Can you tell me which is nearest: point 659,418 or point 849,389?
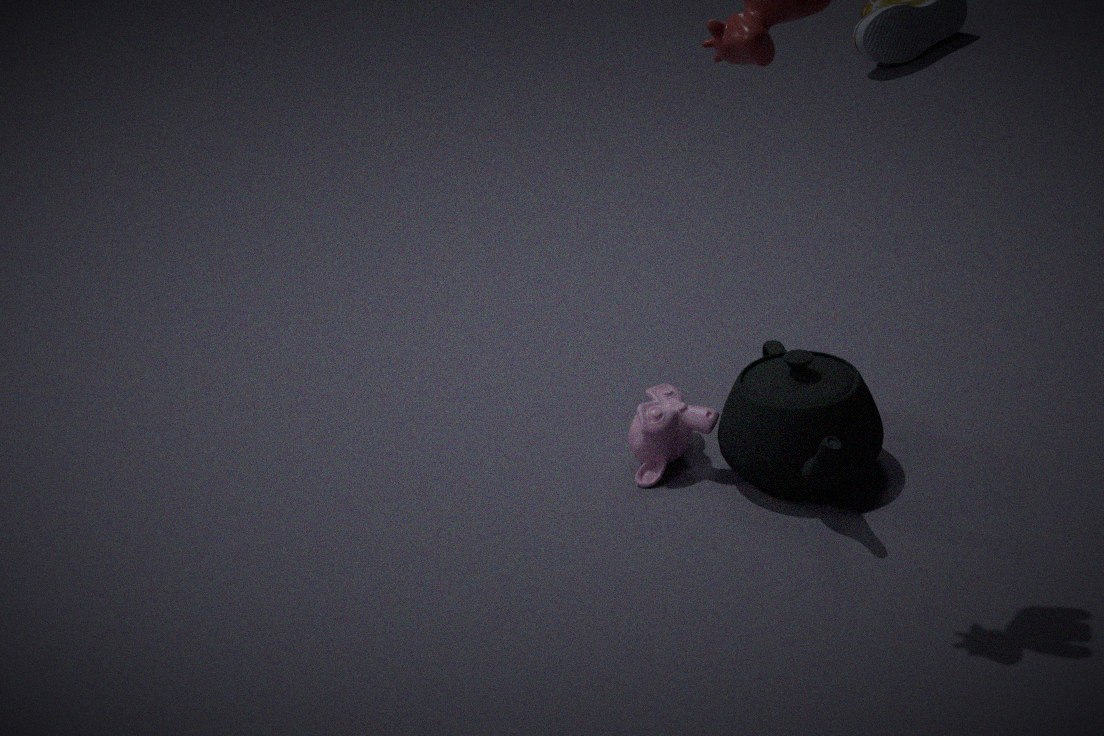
point 849,389
